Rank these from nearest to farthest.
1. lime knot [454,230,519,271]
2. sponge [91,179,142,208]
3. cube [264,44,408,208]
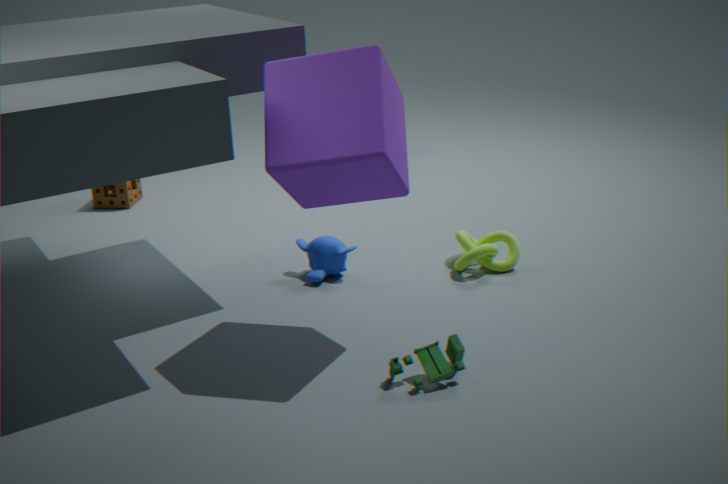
1. cube [264,44,408,208]
2. lime knot [454,230,519,271]
3. sponge [91,179,142,208]
